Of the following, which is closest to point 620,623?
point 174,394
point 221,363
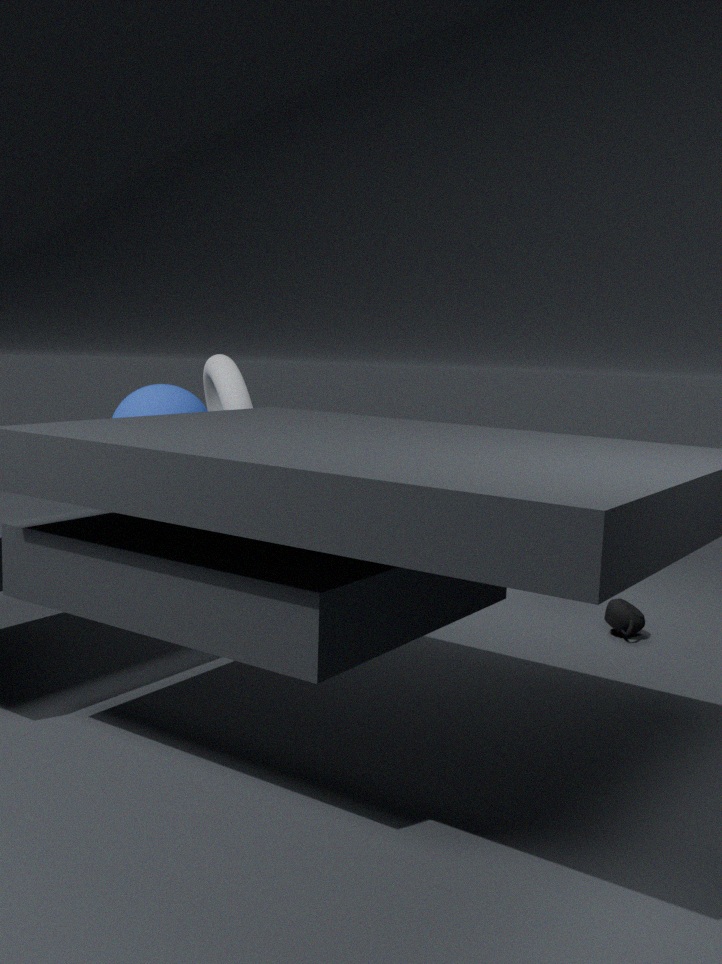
point 221,363
